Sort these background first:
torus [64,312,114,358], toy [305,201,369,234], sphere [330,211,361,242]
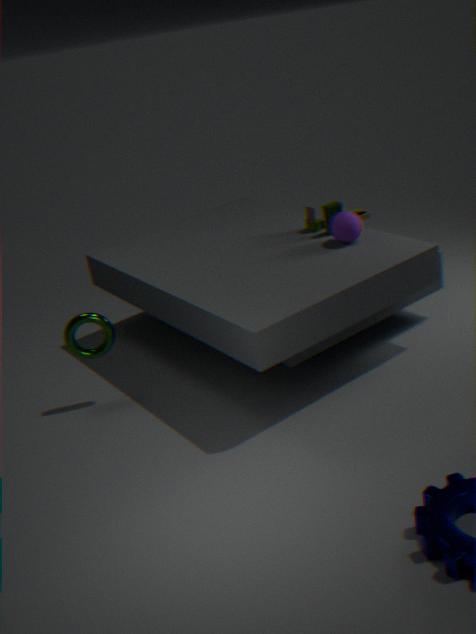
1. toy [305,201,369,234]
2. sphere [330,211,361,242]
3. torus [64,312,114,358]
